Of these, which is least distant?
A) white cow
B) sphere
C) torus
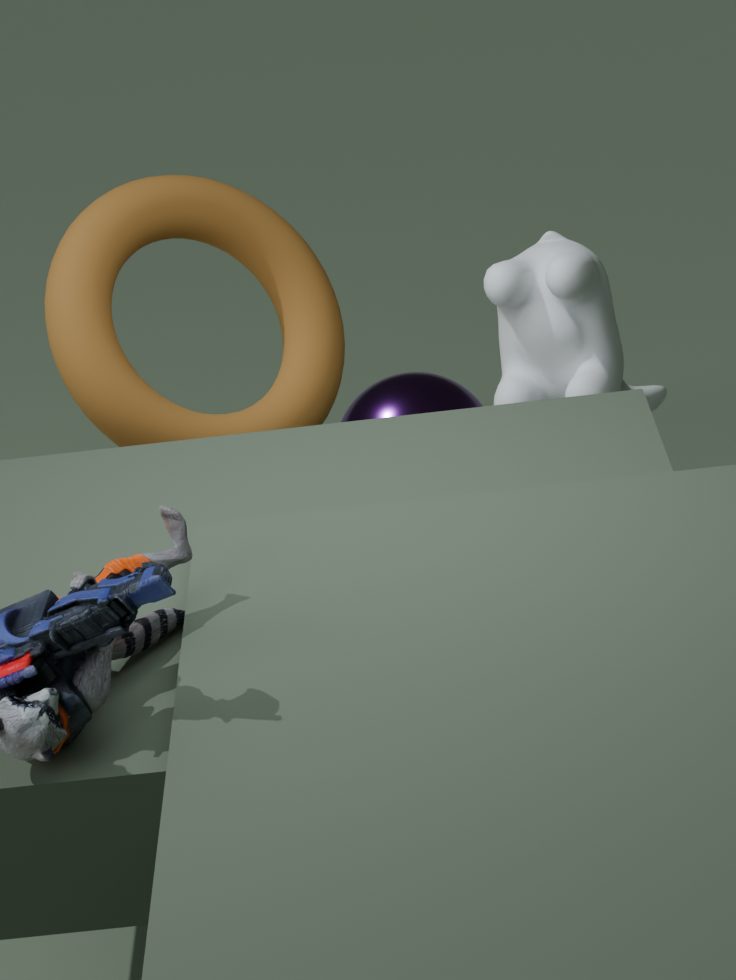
torus
